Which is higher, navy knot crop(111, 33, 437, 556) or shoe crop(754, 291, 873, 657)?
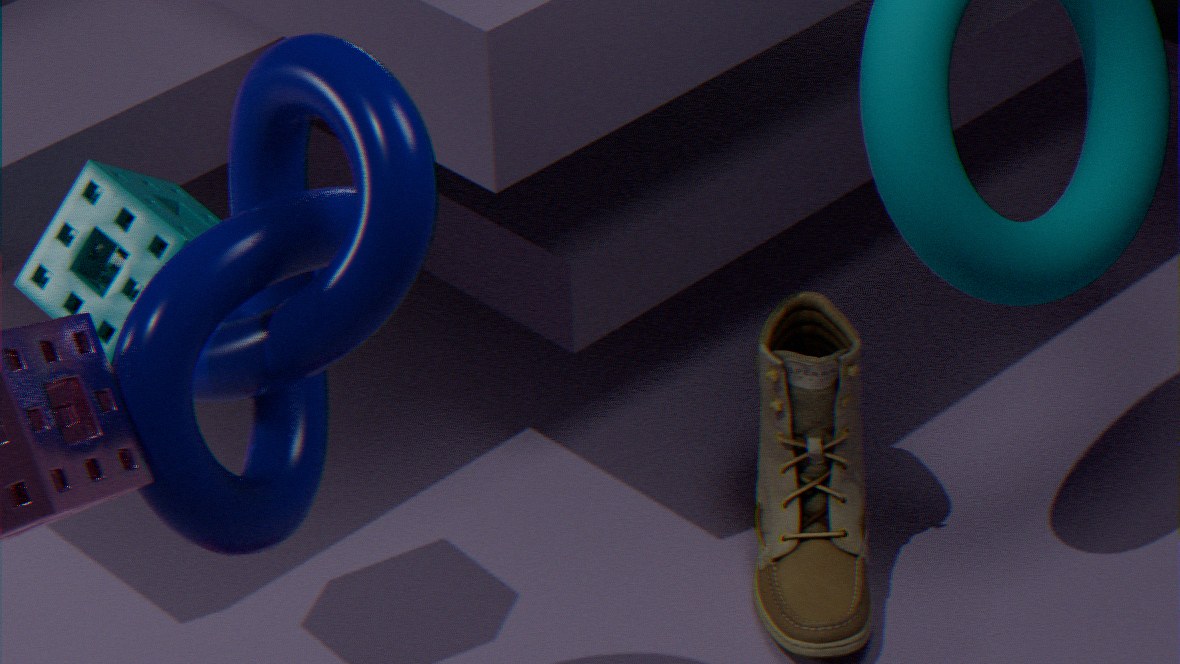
navy knot crop(111, 33, 437, 556)
